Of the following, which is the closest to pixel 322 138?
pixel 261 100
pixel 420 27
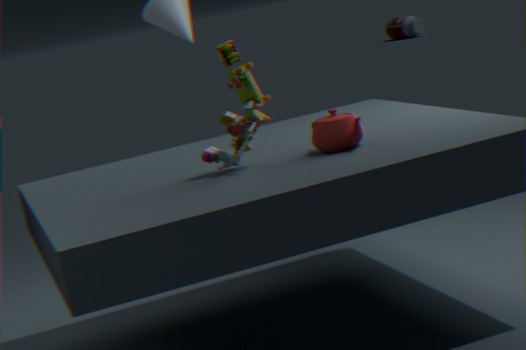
pixel 261 100
